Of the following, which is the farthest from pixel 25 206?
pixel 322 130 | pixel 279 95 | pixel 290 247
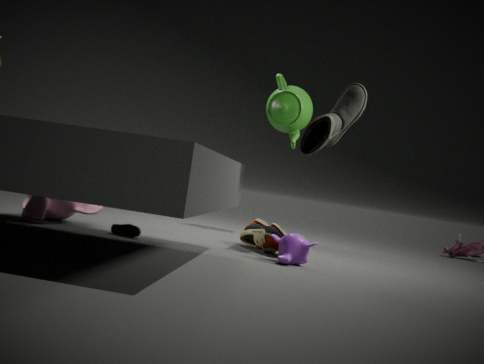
pixel 279 95
